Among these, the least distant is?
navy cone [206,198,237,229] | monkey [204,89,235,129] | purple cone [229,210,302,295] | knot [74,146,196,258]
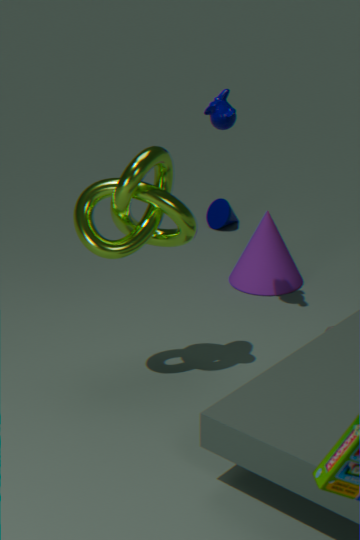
knot [74,146,196,258]
